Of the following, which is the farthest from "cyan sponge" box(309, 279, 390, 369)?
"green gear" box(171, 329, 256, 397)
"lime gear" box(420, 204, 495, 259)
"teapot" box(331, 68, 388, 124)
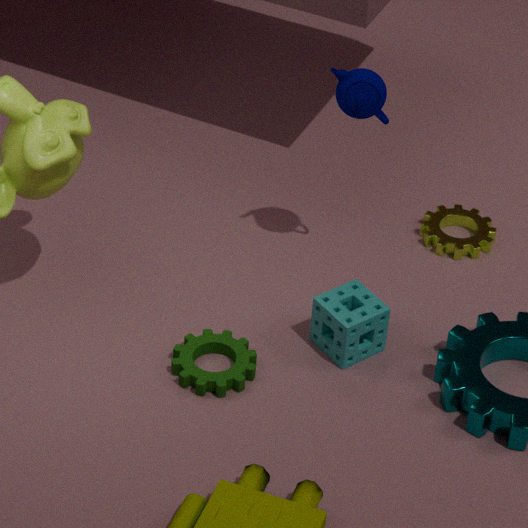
"teapot" box(331, 68, 388, 124)
